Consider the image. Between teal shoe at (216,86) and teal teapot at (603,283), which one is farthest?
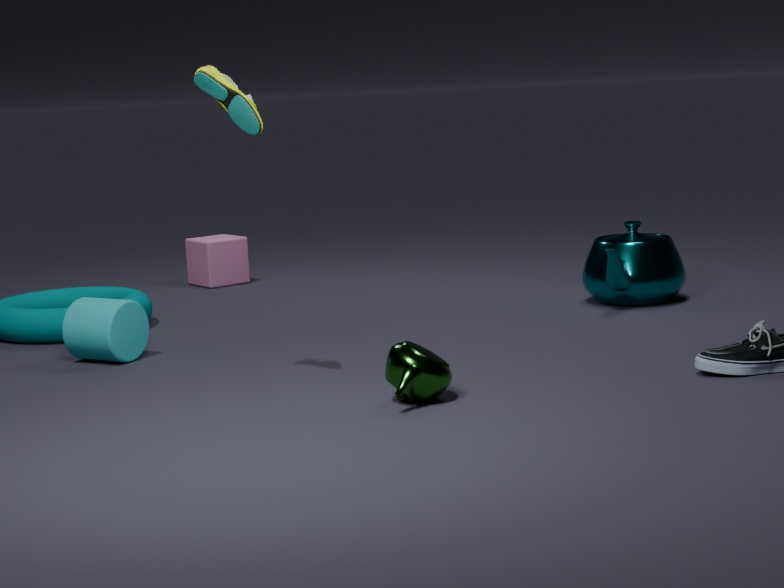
teal teapot at (603,283)
